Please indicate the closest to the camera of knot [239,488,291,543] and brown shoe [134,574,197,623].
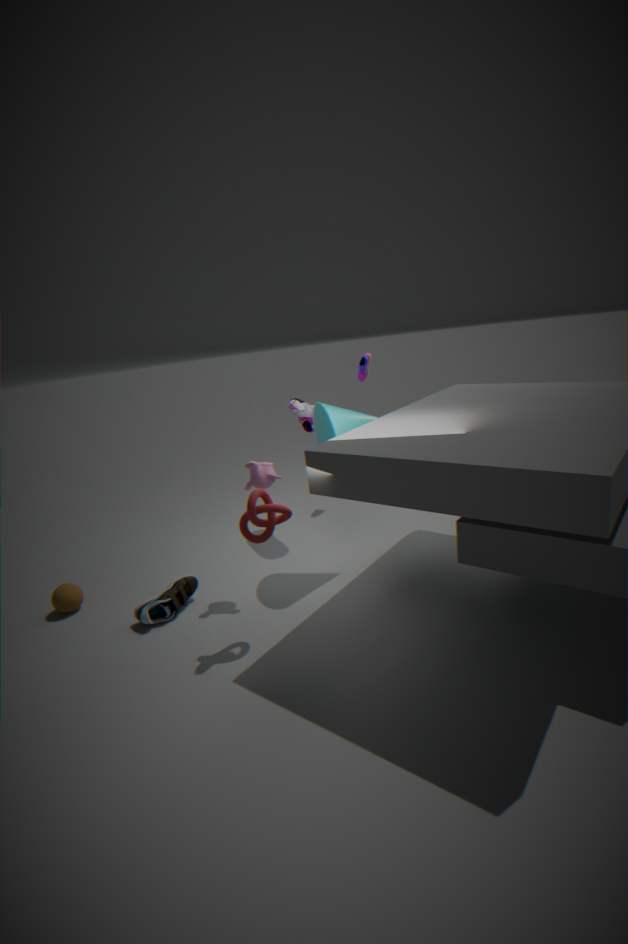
knot [239,488,291,543]
